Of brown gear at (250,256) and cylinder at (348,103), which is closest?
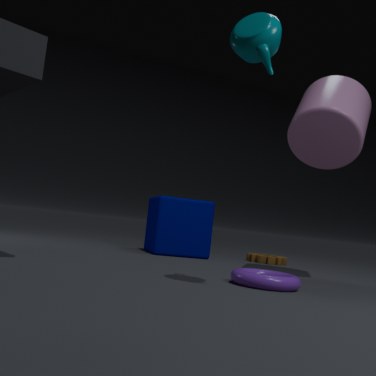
cylinder at (348,103)
